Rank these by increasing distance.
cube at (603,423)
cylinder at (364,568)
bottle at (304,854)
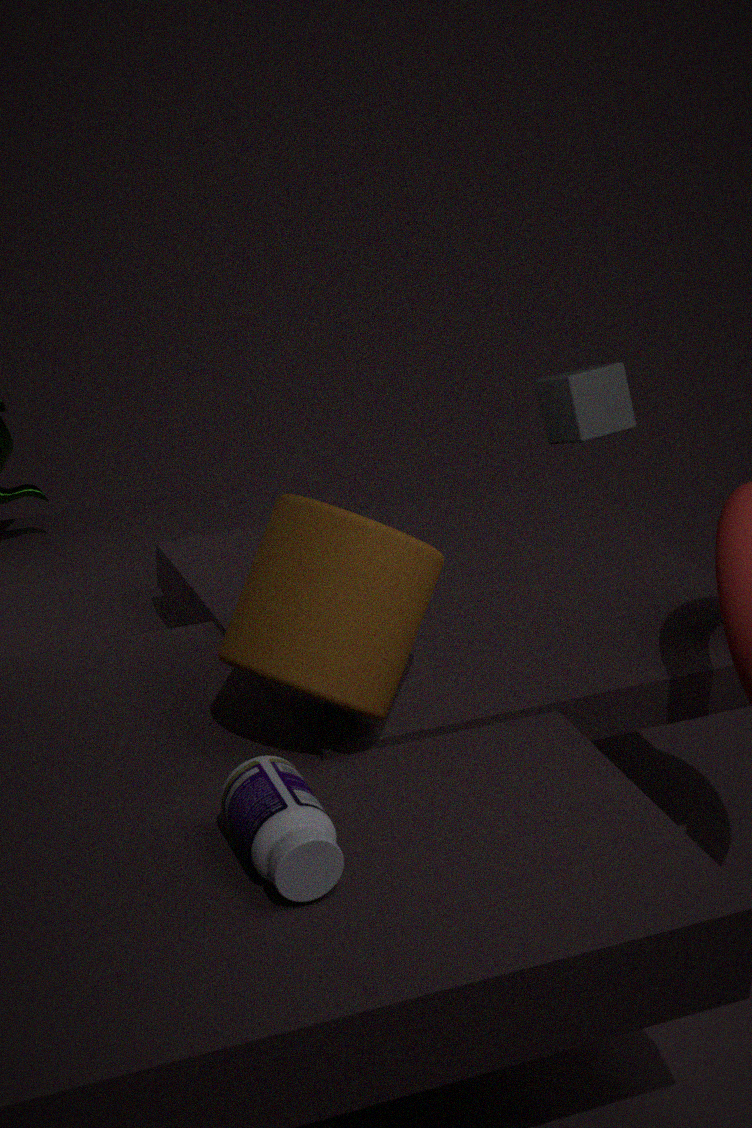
1. bottle at (304,854)
2. cylinder at (364,568)
3. cube at (603,423)
